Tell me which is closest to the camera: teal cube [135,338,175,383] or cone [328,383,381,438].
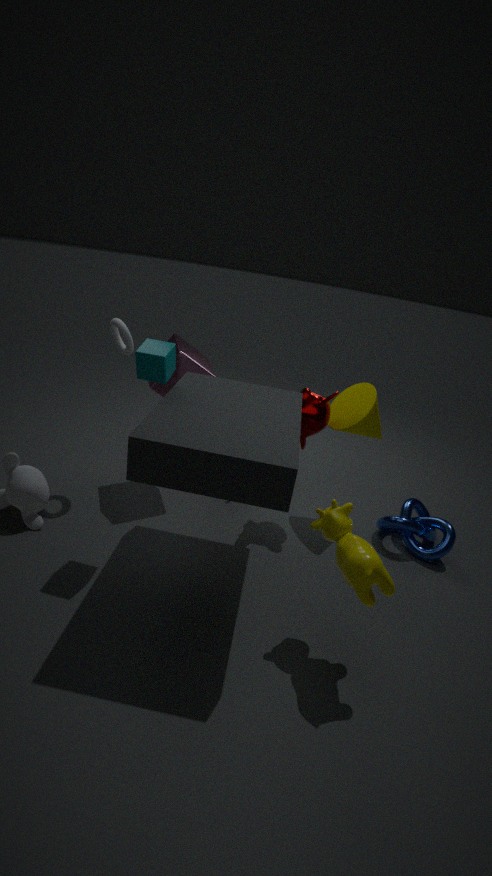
teal cube [135,338,175,383]
